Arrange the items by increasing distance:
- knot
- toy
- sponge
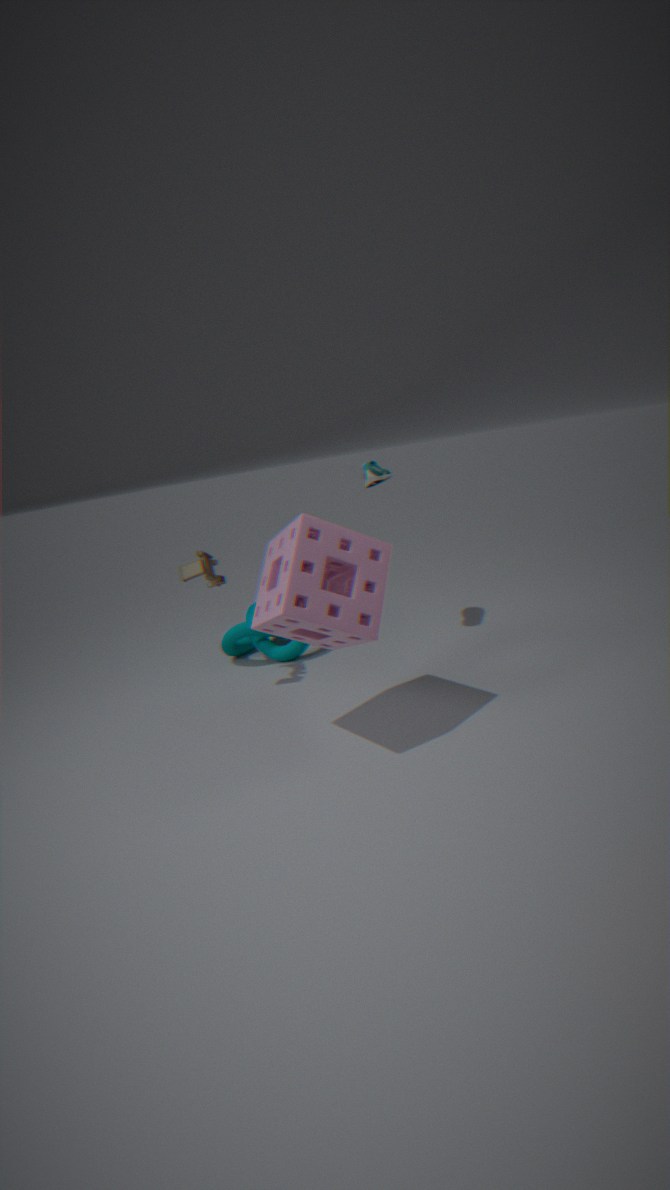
sponge → toy → knot
